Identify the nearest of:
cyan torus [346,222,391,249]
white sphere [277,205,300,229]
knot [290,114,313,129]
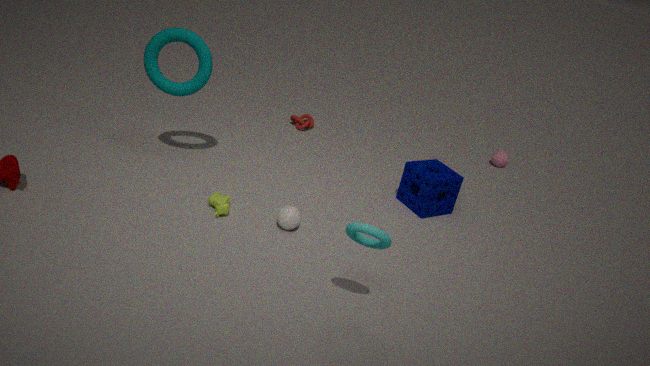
cyan torus [346,222,391,249]
